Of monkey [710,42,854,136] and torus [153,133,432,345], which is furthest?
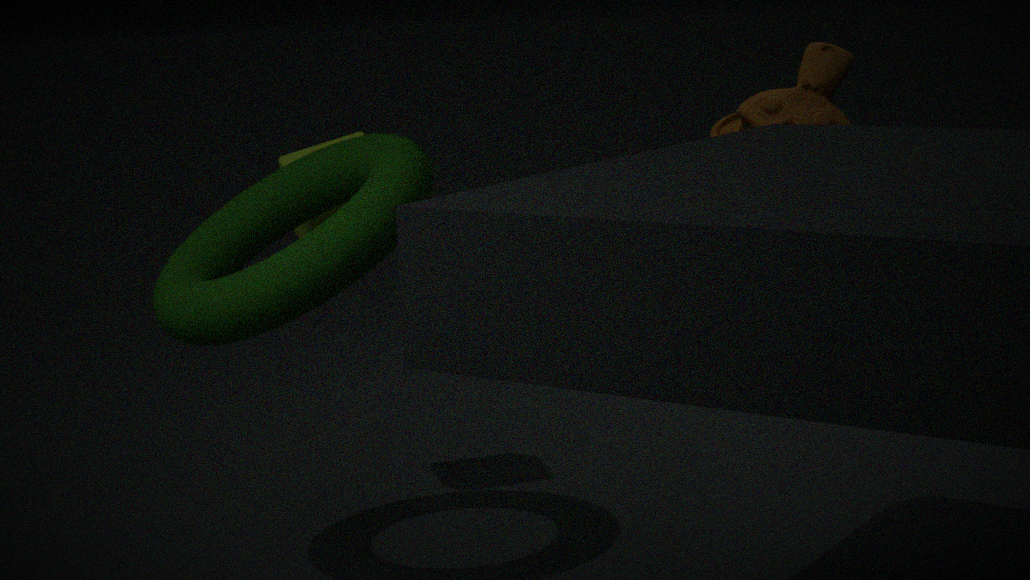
monkey [710,42,854,136]
